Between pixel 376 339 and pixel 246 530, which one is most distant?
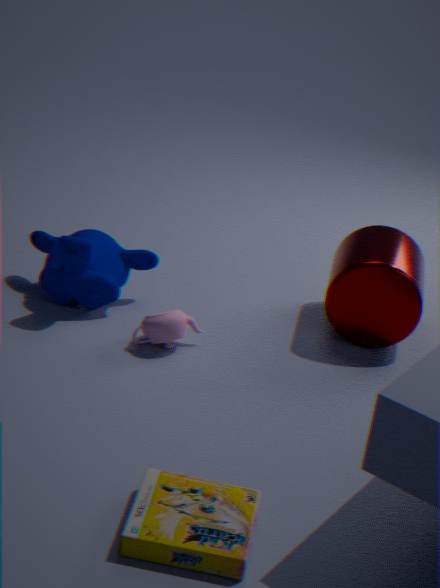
pixel 376 339
